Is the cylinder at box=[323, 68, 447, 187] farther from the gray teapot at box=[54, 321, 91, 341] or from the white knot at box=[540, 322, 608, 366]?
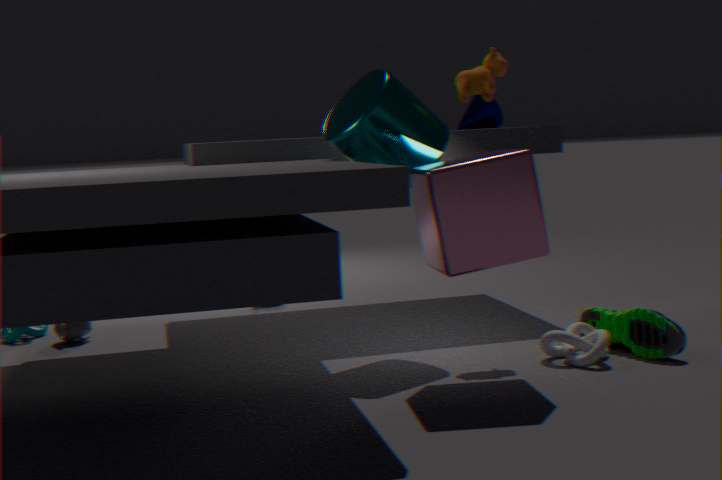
the gray teapot at box=[54, 321, 91, 341]
